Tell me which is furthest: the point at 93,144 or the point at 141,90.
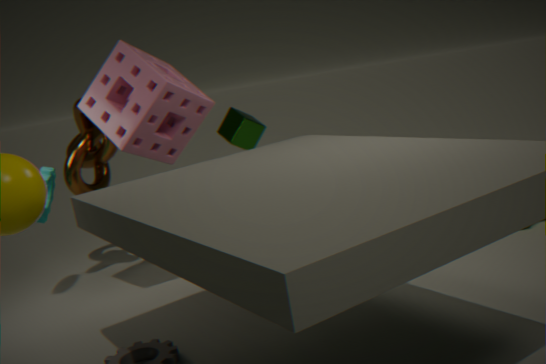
the point at 93,144
